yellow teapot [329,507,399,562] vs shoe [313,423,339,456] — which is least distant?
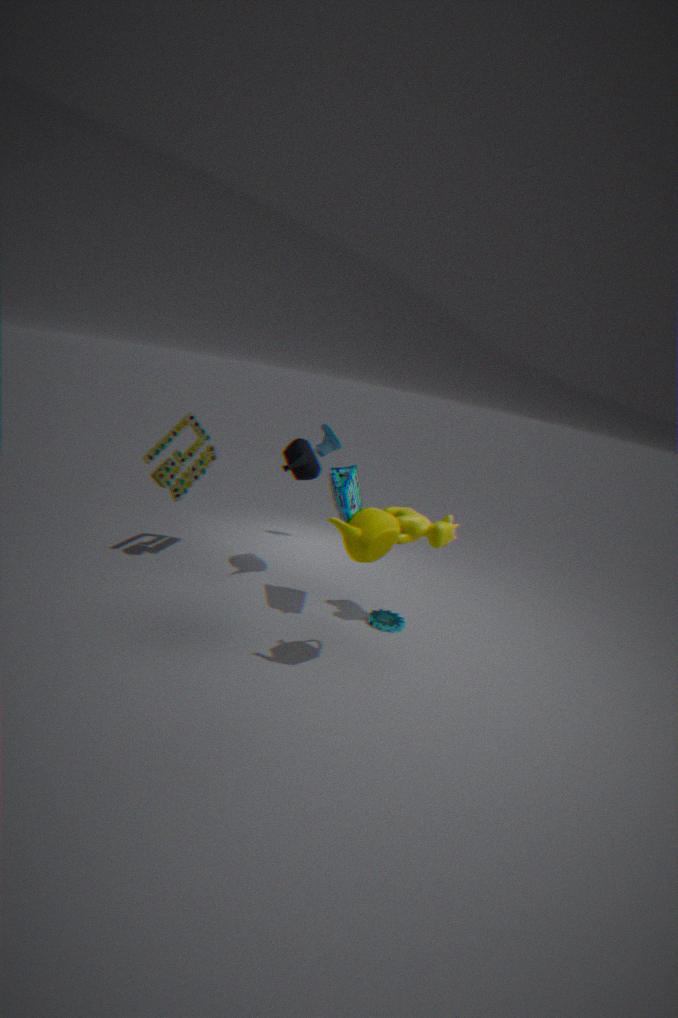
yellow teapot [329,507,399,562]
